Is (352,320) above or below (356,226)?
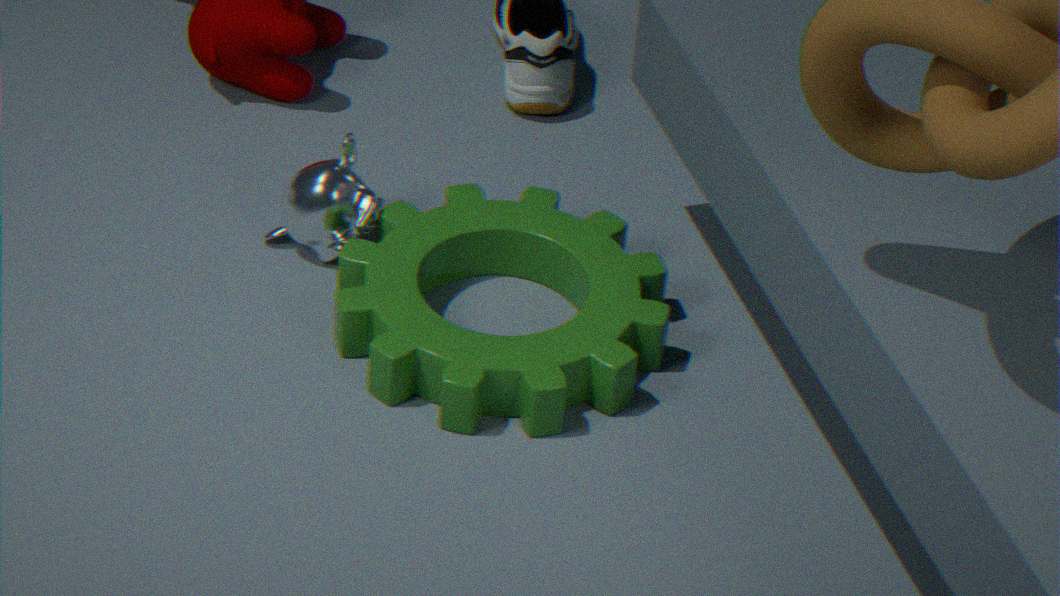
below
